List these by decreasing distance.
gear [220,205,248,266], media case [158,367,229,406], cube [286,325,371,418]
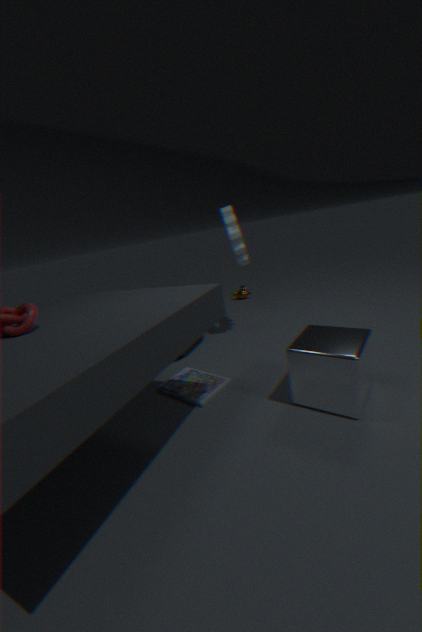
gear [220,205,248,266] → media case [158,367,229,406] → cube [286,325,371,418]
